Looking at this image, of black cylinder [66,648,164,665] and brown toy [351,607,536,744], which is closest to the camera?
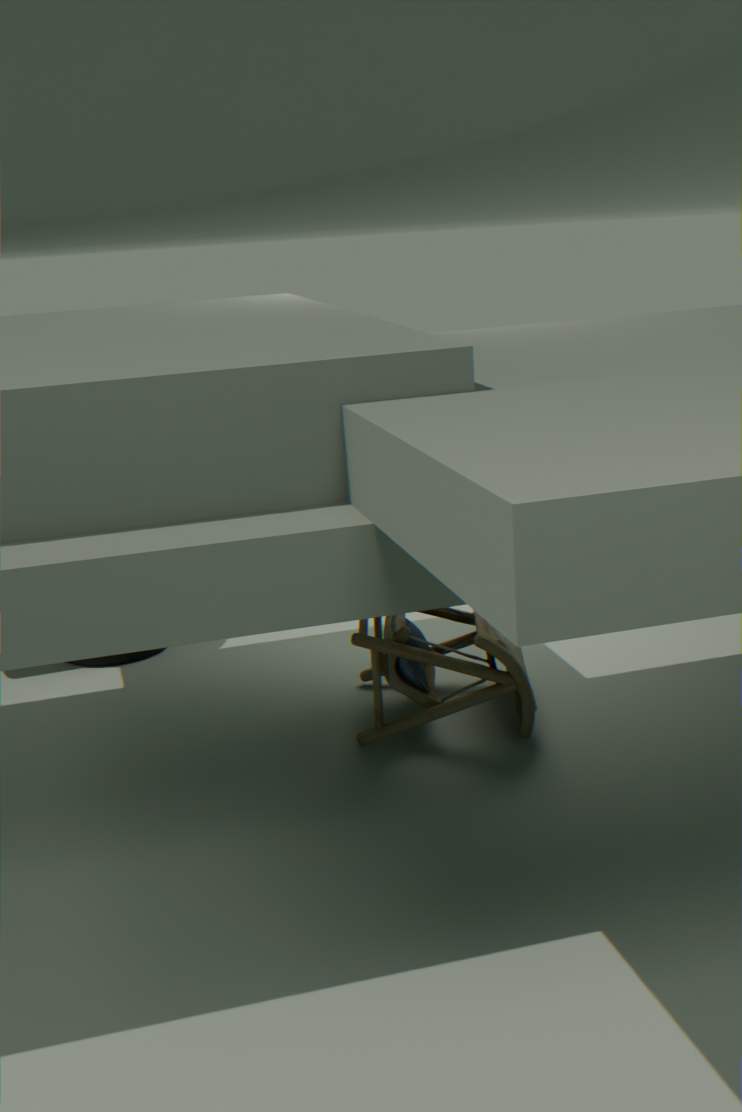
brown toy [351,607,536,744]
